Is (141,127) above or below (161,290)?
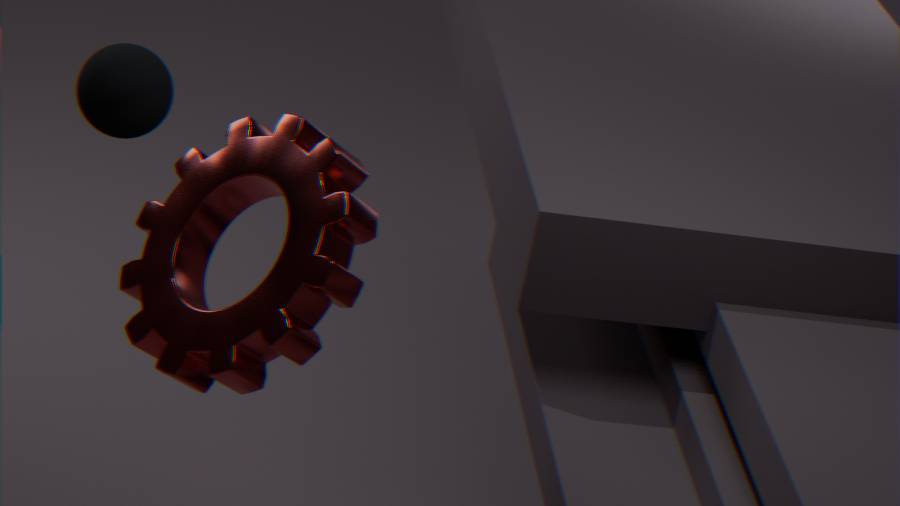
above
